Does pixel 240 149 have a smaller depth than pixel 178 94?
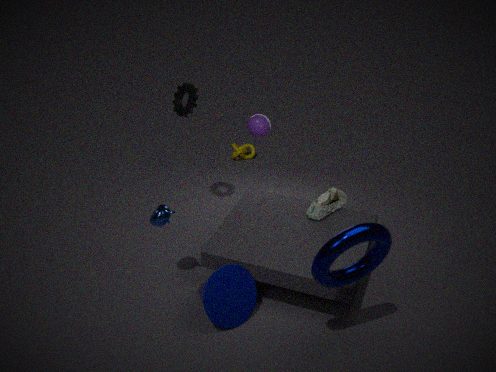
No
